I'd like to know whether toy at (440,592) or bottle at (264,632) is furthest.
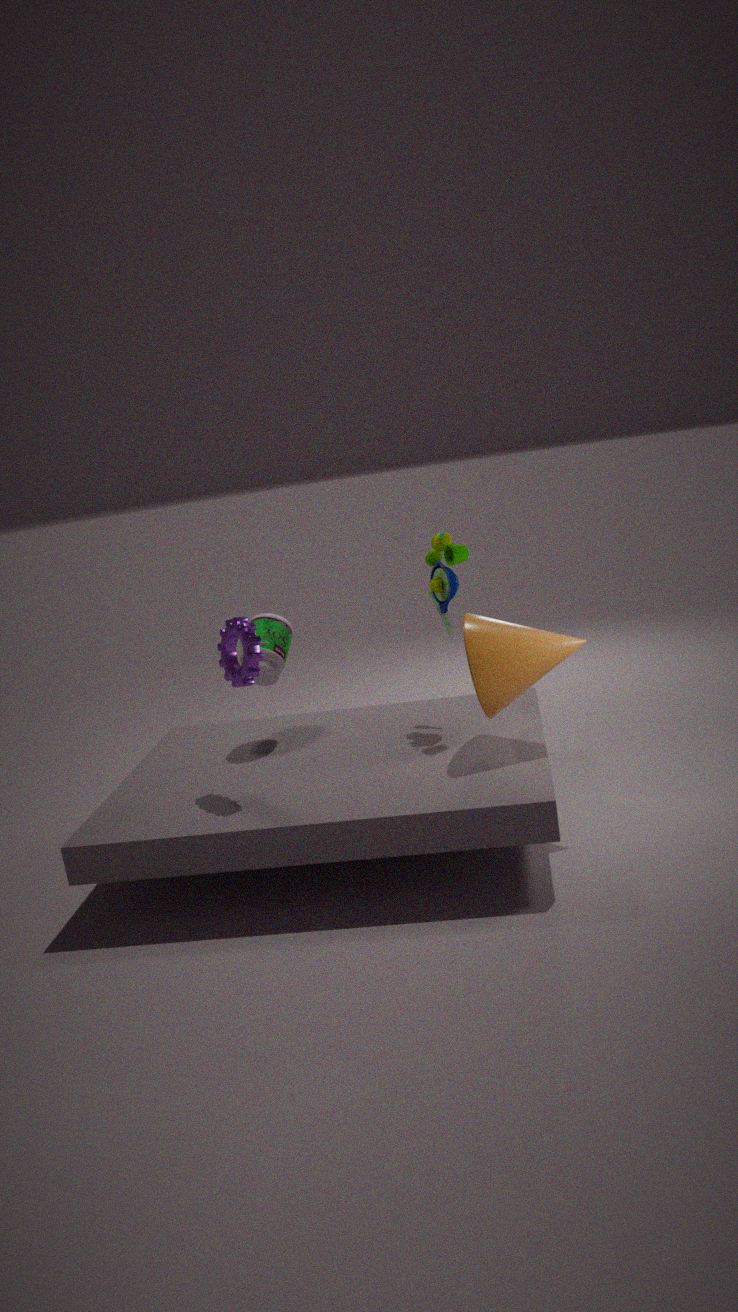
bottle at (264,632)
